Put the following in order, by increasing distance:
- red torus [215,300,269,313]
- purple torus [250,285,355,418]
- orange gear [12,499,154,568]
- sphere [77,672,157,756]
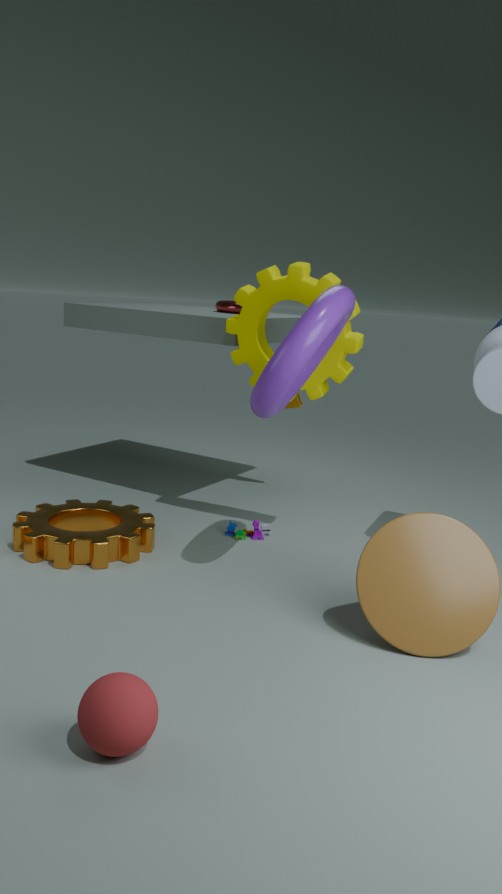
sphere [77,672,157,756] → purple torus [250,285,355,418] → orange gear [12,499,154,568] → red torus [215,300,269,313]
